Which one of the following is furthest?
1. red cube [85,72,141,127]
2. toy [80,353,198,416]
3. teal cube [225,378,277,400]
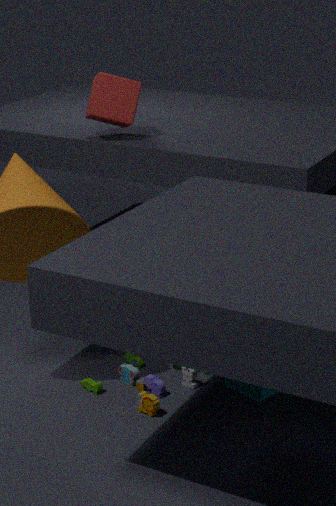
red cube [85,72,141,127]
